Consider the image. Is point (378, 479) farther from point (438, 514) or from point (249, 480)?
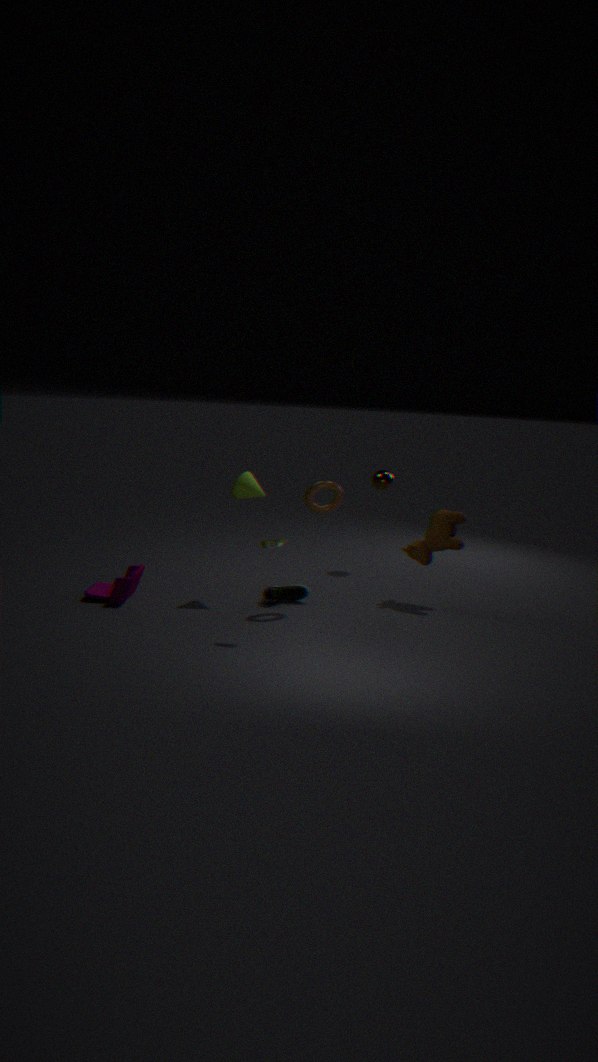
point (249, 480)
